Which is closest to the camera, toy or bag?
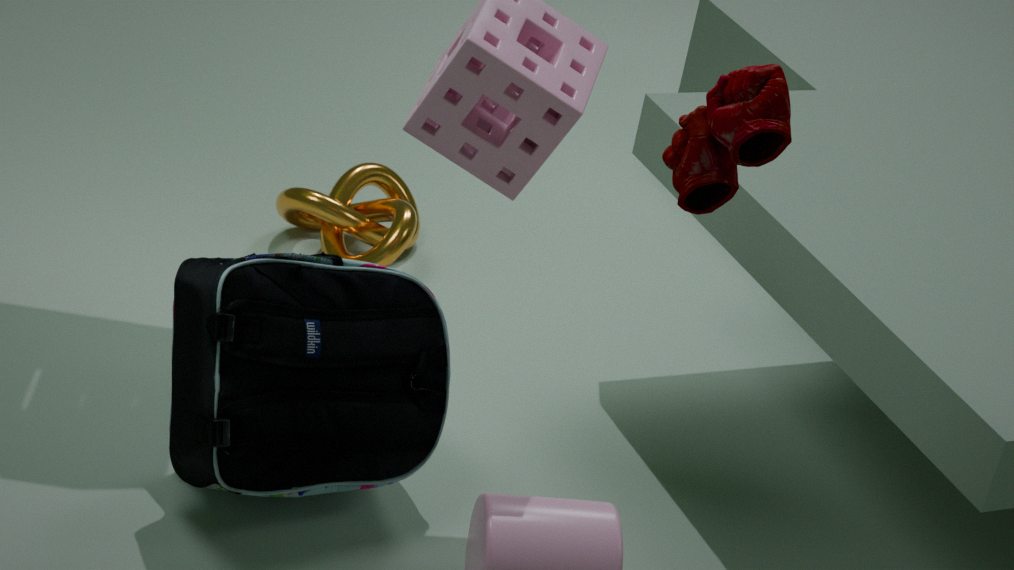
toy
